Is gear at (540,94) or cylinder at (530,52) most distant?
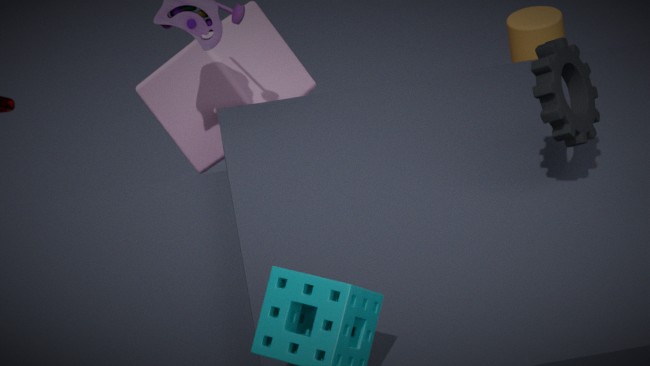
cylinder at (530,52)
